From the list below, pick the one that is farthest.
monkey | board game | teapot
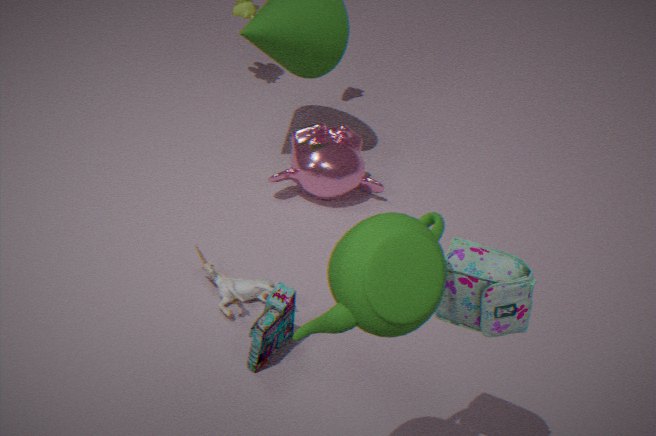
monkey
